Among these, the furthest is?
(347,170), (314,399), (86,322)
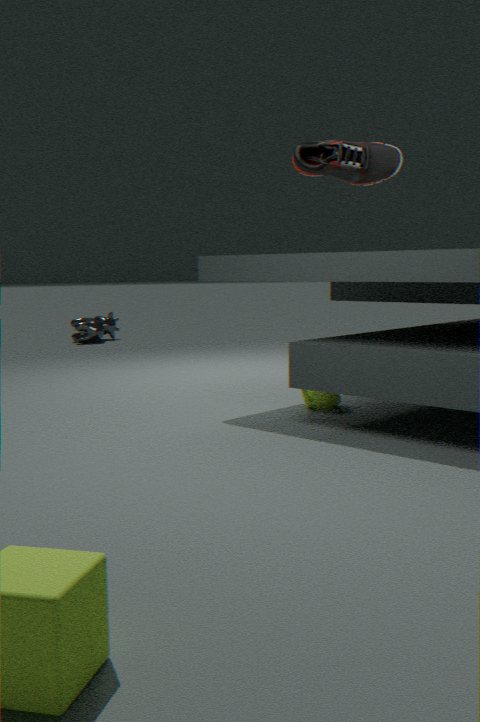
(86,322)
